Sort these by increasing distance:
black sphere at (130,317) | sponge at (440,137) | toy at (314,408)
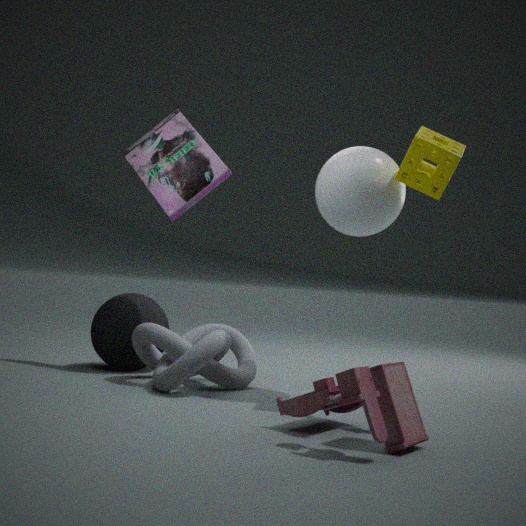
toy at (314,408) < sponge at (440,137) < black sphere at (130,317)
